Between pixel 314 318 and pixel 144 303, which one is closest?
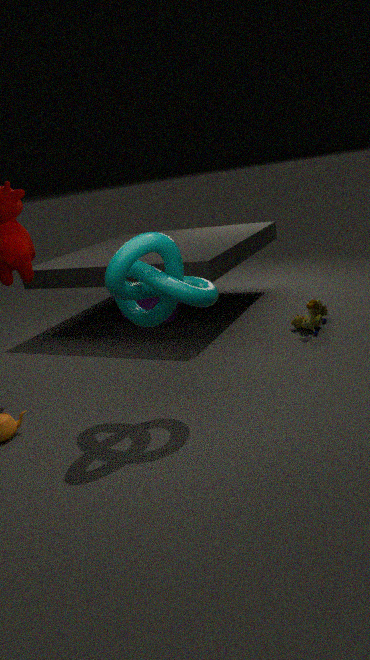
pixel 314 318
